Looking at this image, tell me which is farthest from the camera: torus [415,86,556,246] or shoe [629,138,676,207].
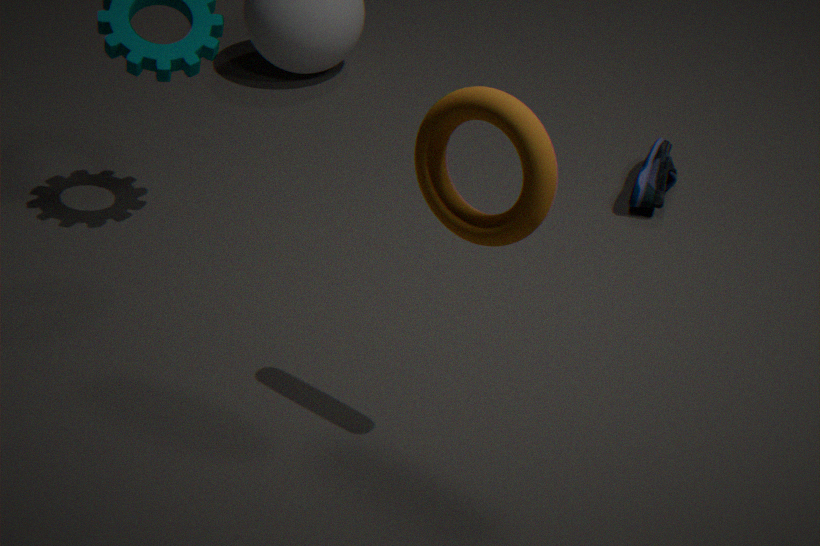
shoe [629,138,676,207]
